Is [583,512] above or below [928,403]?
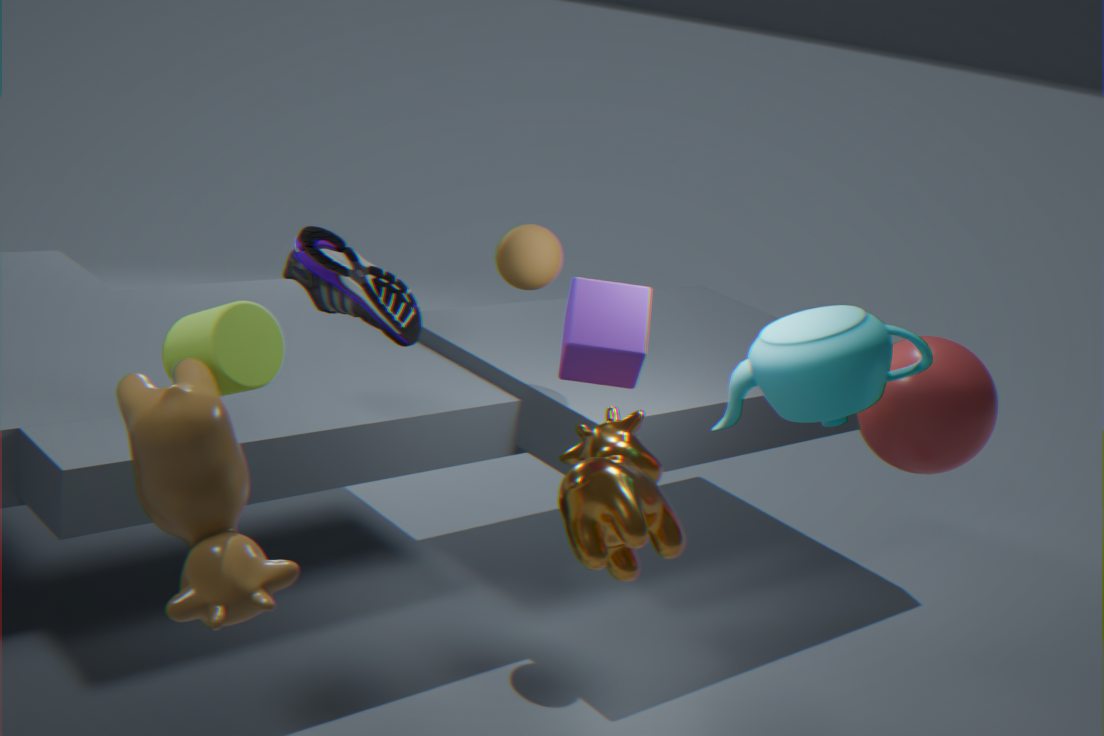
below
